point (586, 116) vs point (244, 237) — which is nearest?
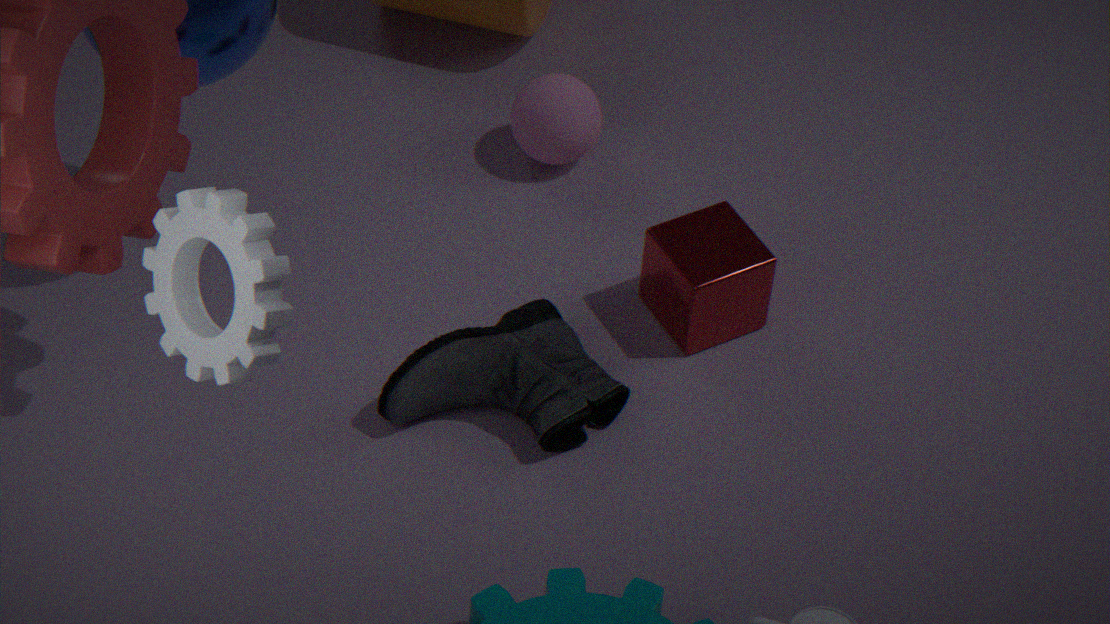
point (244, 237)
